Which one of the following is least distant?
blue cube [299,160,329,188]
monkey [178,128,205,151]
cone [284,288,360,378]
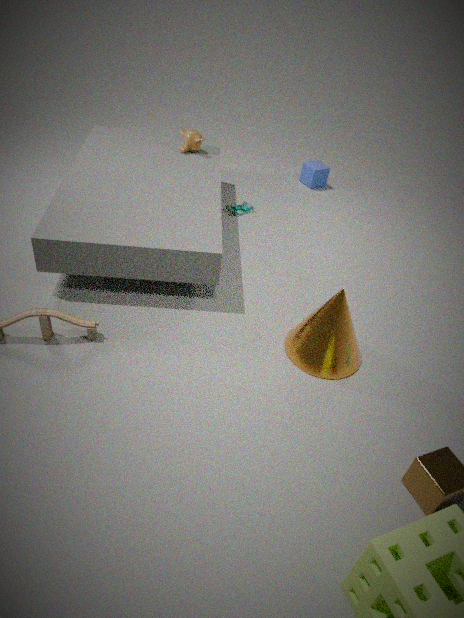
cone [284,288,360,378]
